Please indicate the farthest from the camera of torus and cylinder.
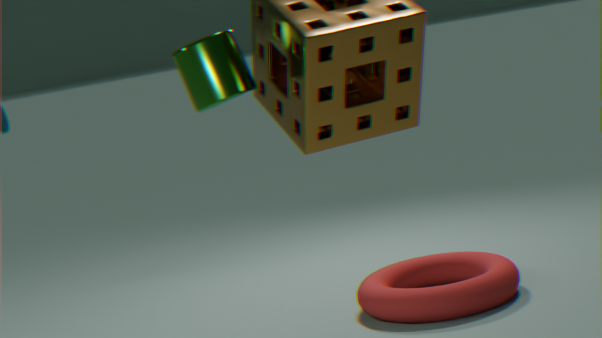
torus
